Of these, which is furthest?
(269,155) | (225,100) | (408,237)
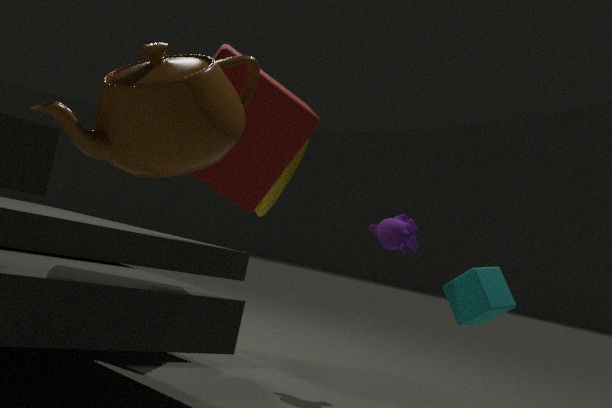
Answer: (408,237)
